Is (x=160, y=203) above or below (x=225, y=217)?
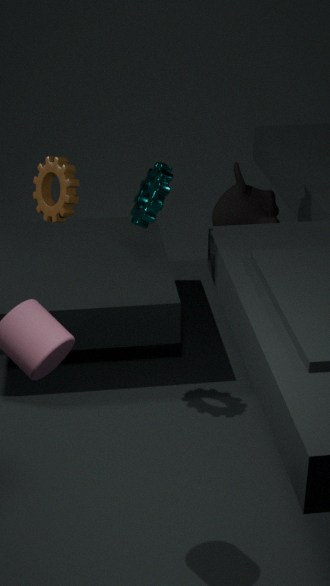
above
